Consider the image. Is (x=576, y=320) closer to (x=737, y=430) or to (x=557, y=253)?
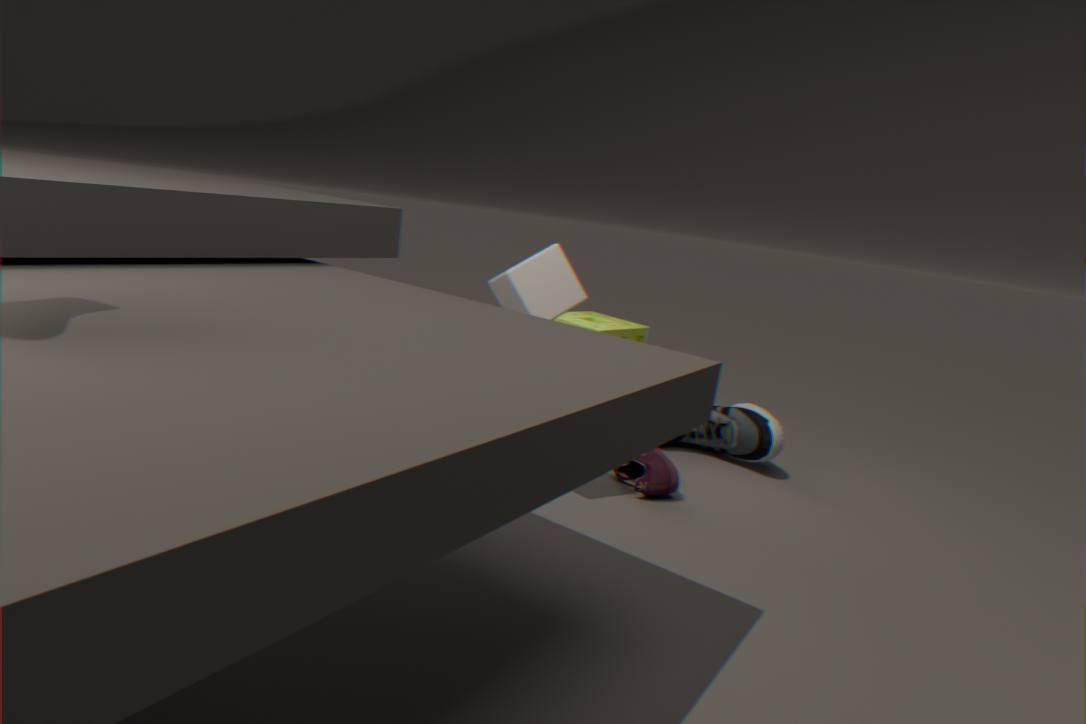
(x=737, y=430)
